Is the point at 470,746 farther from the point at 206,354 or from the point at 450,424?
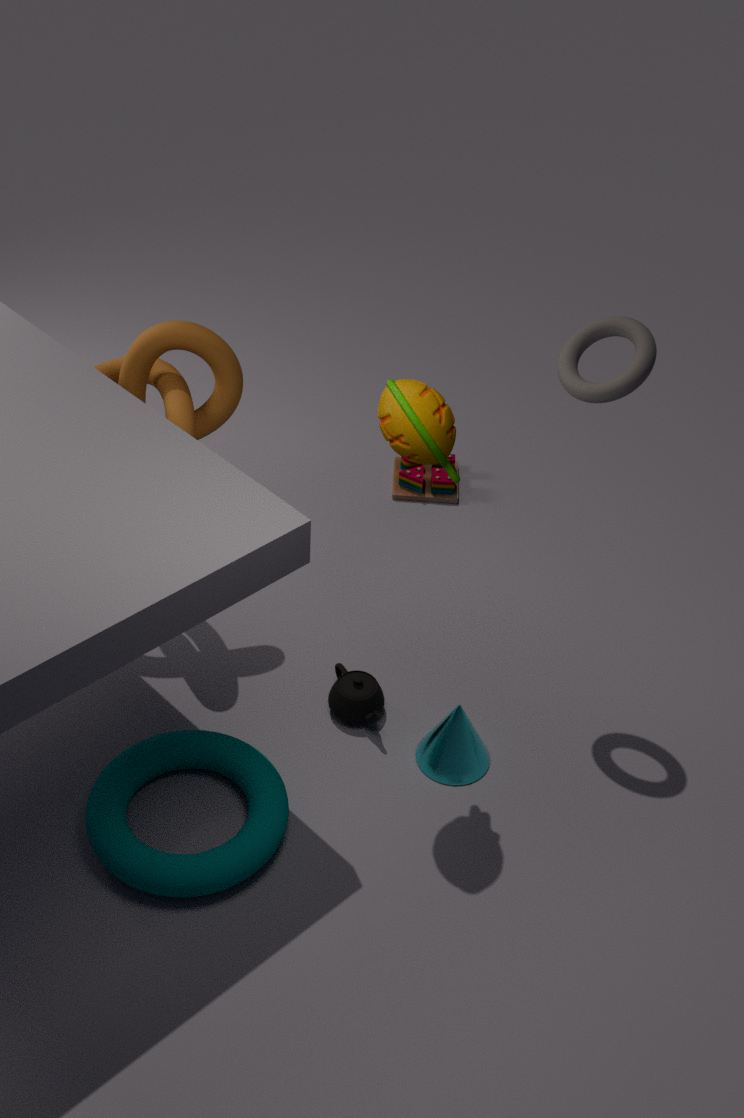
the point at 206,354
